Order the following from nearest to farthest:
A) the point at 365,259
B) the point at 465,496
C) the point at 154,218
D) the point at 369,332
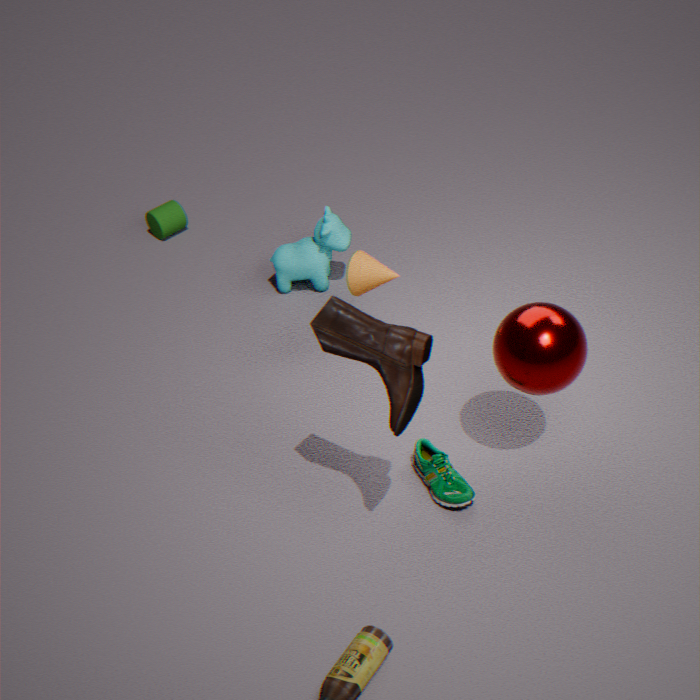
1. the point at 369,332
2. the point at 465,496
3. the point at 365,259
4. the point at 154,218
